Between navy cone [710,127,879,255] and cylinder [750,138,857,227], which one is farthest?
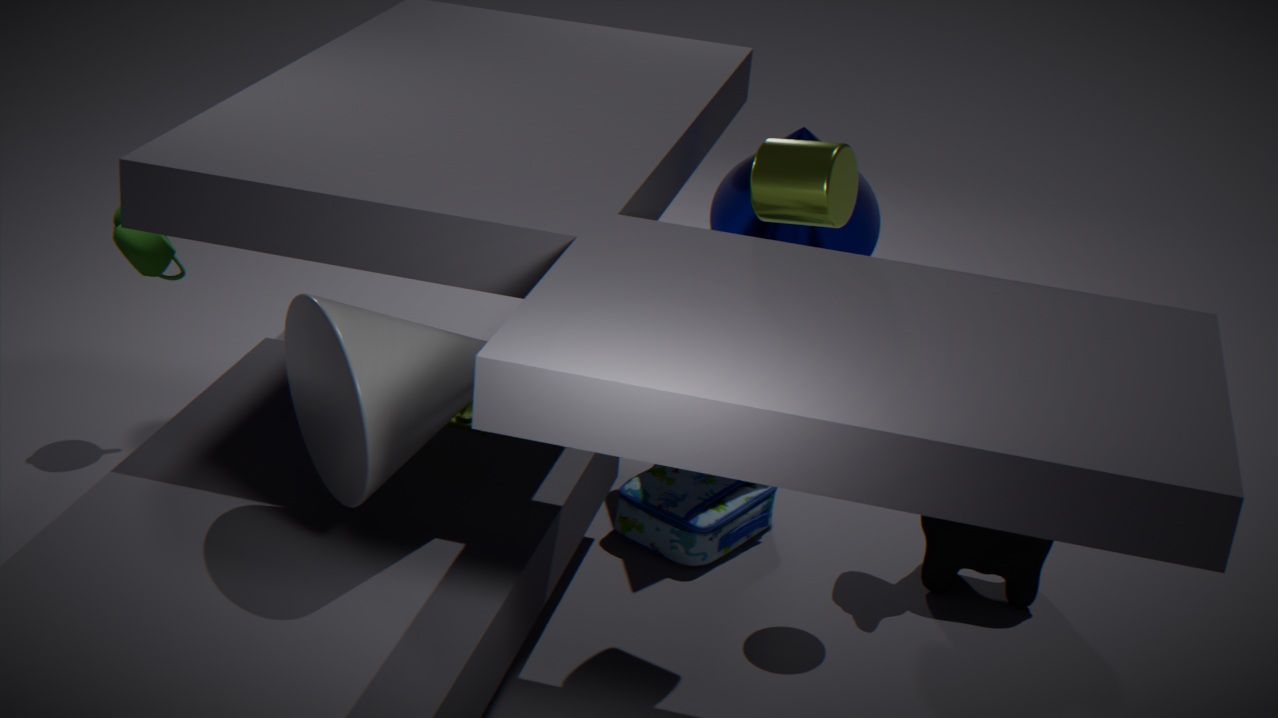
navy cone [710,127,879,255]
